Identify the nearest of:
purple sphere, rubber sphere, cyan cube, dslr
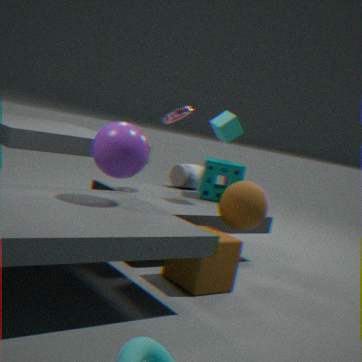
purple sphere
